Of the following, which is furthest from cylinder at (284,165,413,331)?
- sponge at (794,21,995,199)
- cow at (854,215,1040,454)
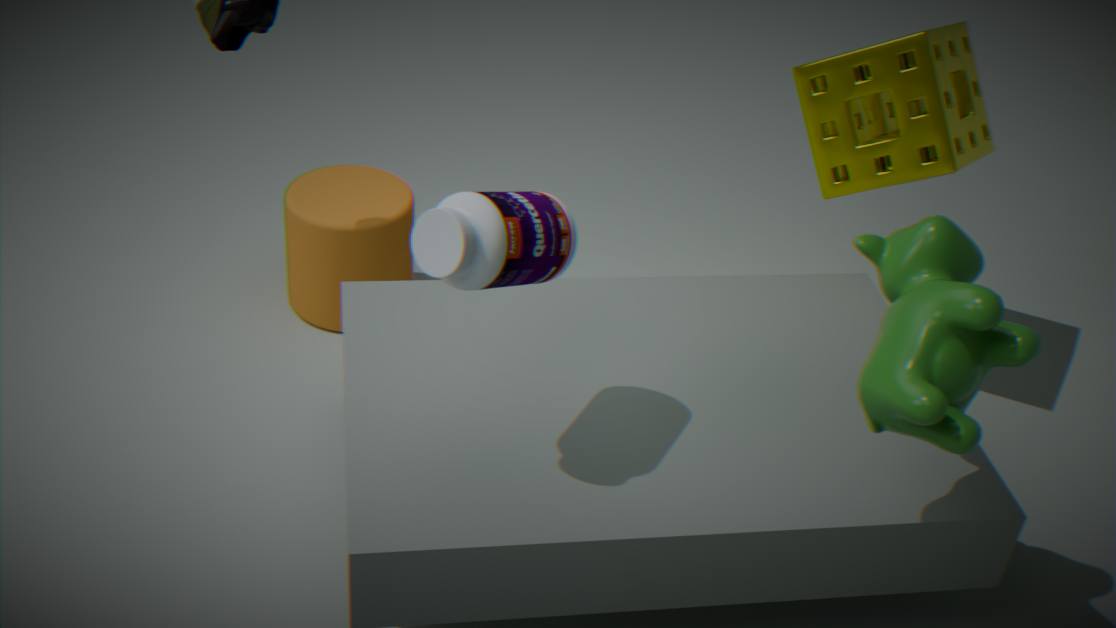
cow at (854,215,1040,454)
